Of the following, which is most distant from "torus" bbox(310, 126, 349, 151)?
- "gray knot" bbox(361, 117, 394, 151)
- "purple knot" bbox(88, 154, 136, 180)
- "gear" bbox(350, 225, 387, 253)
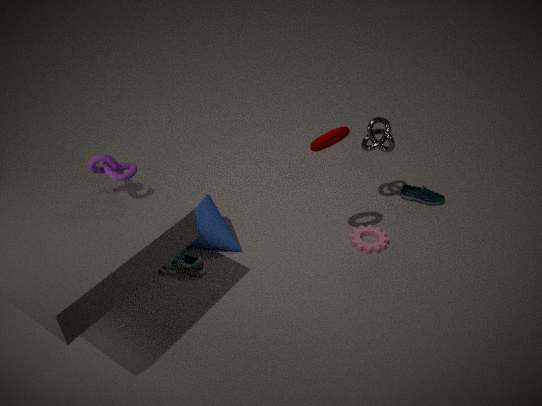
"purple knot" bbox(88, 154, 136, 180)
